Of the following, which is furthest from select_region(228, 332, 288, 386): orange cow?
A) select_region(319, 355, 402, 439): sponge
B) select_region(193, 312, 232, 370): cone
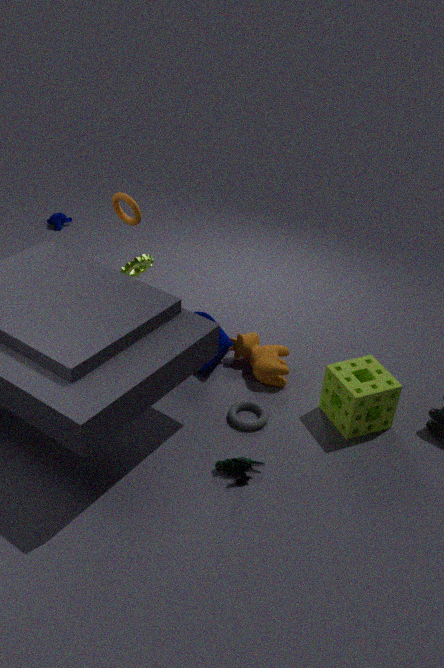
select_region(319, 355, 402, 439): sponge
